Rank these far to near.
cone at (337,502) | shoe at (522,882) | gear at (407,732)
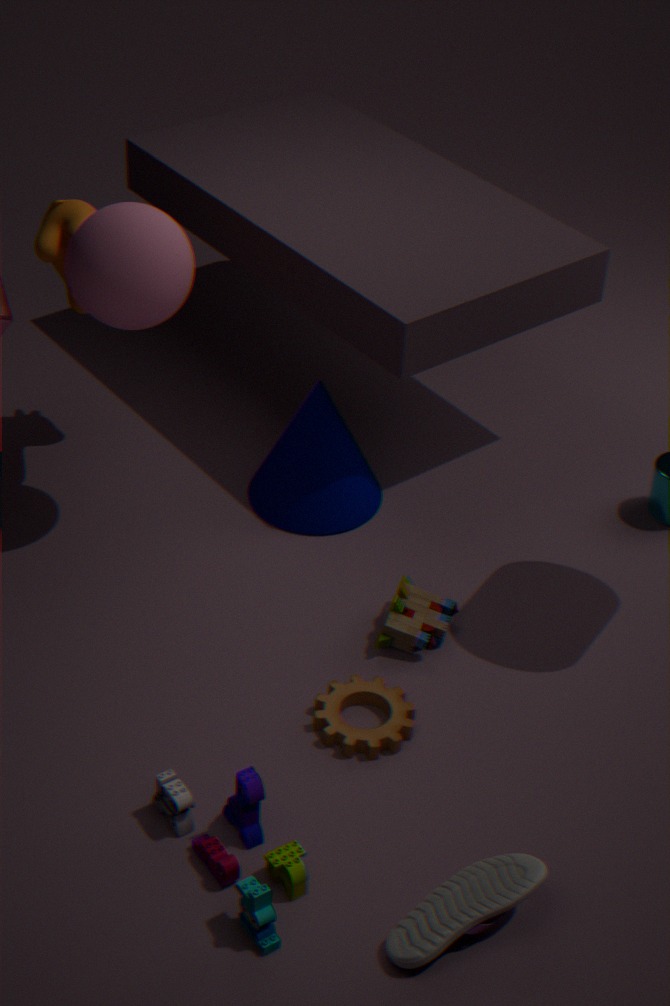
1. cone at (337,502)
2. gear at (407,732)
3. shoe at (522,882)
